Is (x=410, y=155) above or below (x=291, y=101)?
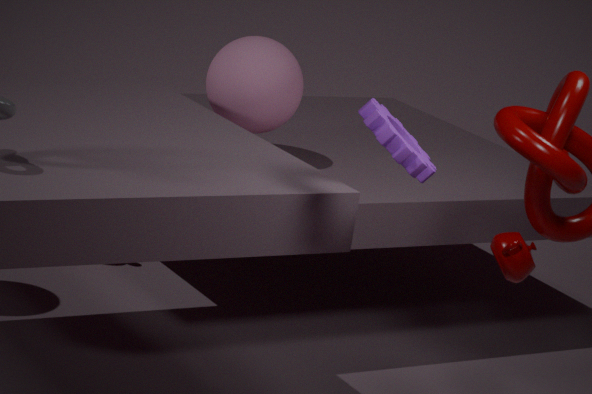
above
